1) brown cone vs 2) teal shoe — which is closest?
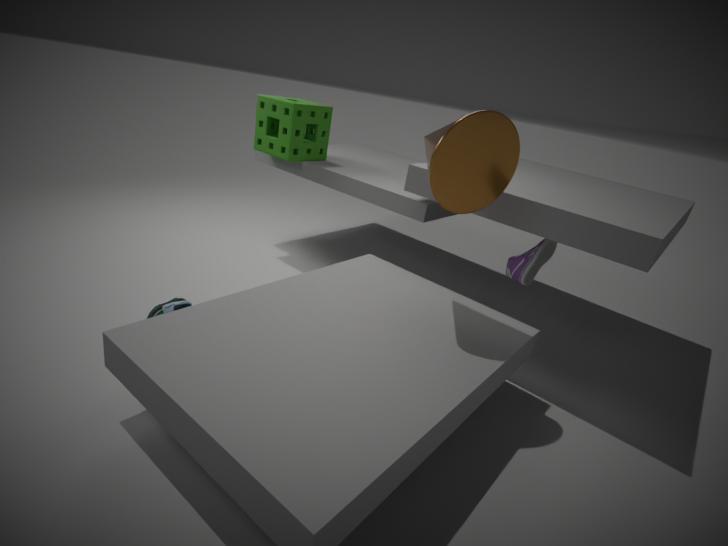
1. brown cone
